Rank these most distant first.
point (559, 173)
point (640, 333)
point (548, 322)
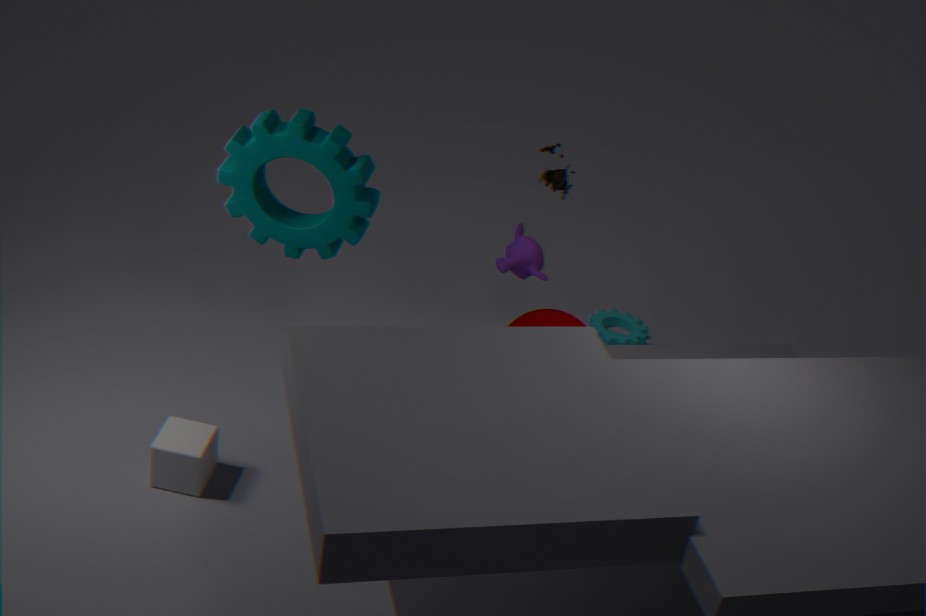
1. point (640, 333)
2. point (559, 173)
3. point (548, 322)
